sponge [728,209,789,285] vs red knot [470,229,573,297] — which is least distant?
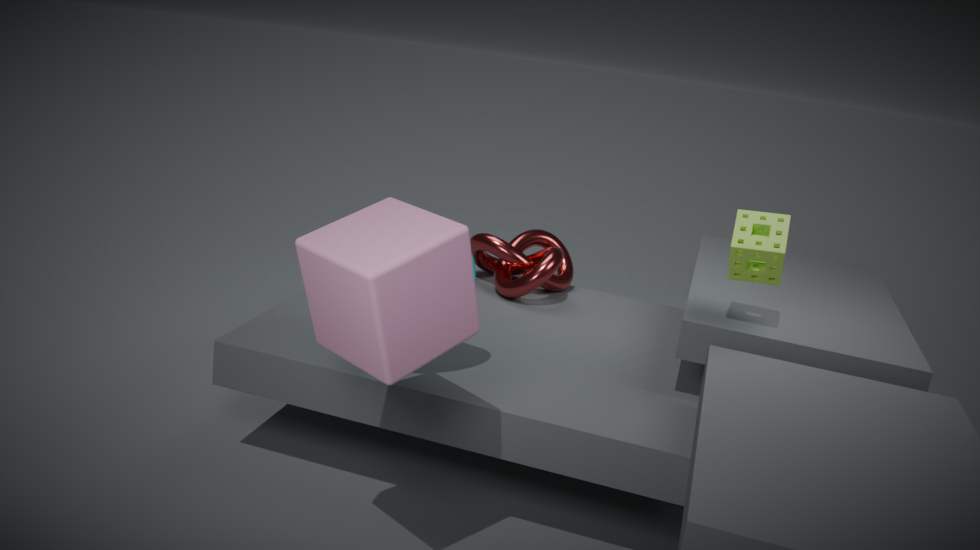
sponge [728,209,789,285]
